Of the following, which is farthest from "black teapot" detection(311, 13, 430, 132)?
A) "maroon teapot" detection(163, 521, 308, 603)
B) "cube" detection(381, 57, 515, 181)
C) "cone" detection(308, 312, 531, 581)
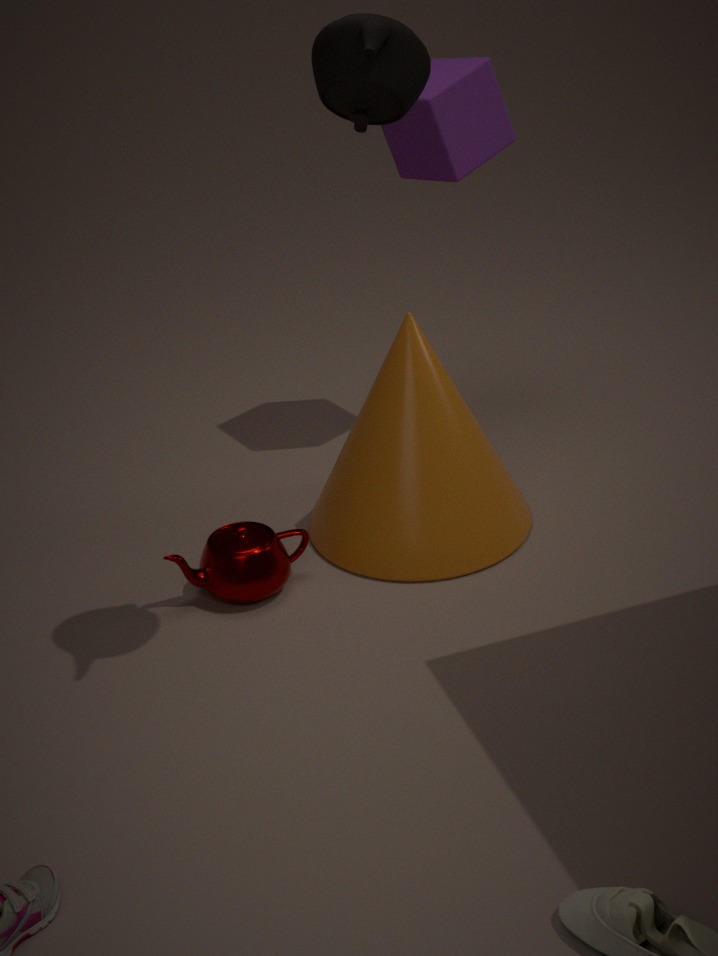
"maroon teapot" detection(163, 521, 308, 603)
